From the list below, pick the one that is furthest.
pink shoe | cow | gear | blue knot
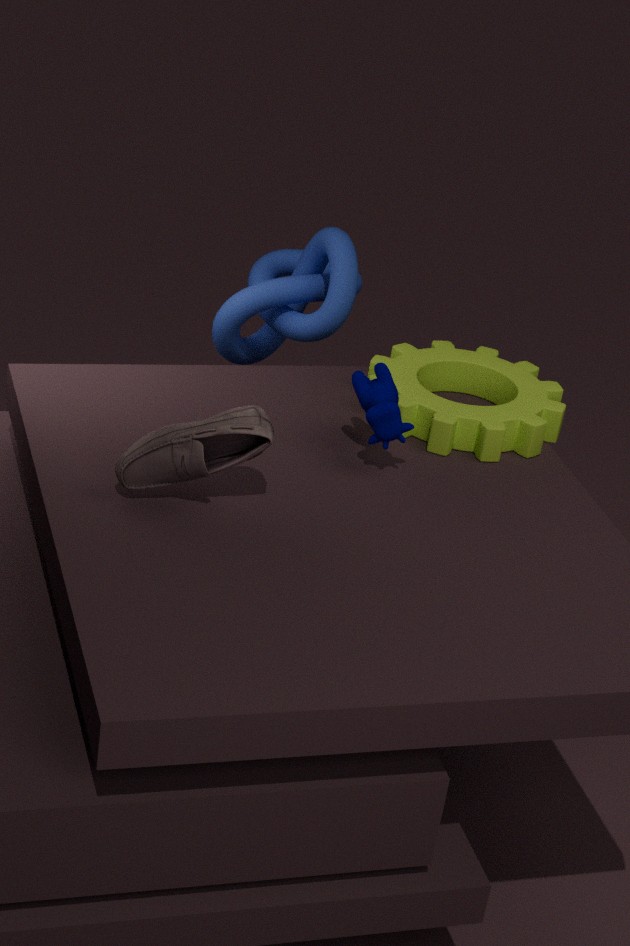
blue knot
